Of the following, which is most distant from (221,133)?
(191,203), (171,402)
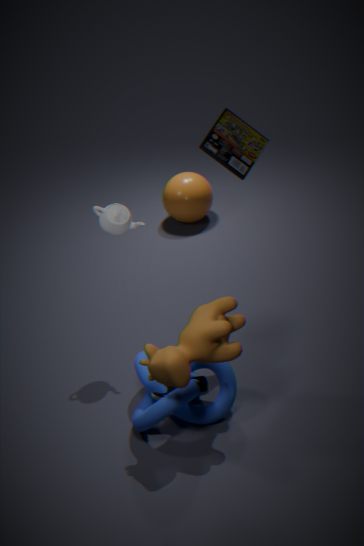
(191,203)
